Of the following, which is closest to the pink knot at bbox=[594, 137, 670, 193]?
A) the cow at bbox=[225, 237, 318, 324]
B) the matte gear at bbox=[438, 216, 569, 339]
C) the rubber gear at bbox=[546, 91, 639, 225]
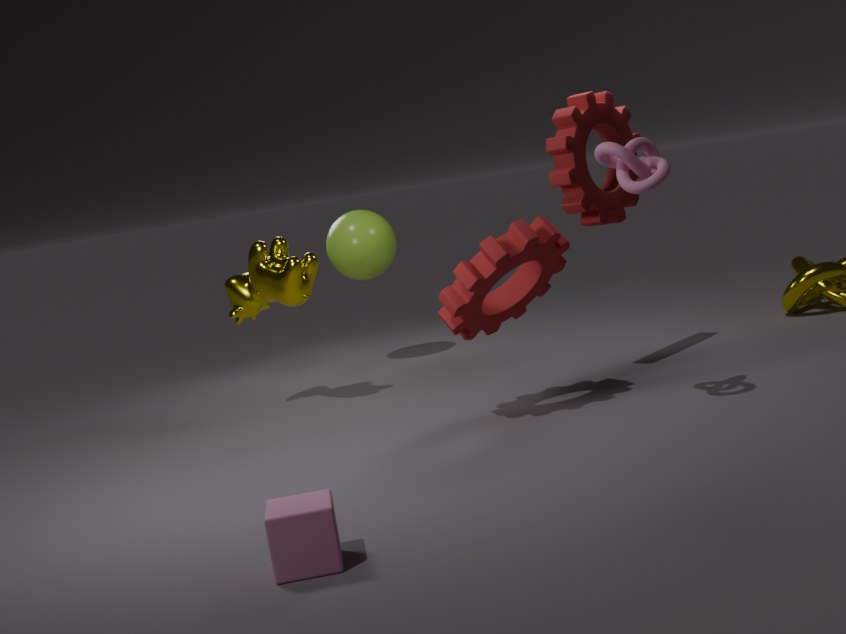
the matte gear at bbox=[438, 216, 569, 339]
